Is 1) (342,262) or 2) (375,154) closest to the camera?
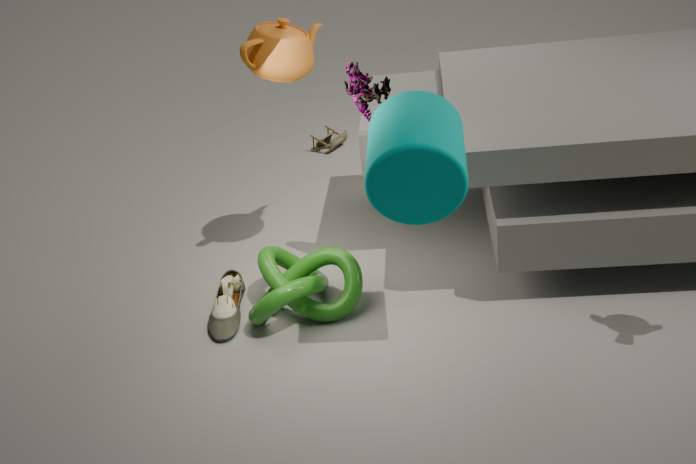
2. (375,154)
